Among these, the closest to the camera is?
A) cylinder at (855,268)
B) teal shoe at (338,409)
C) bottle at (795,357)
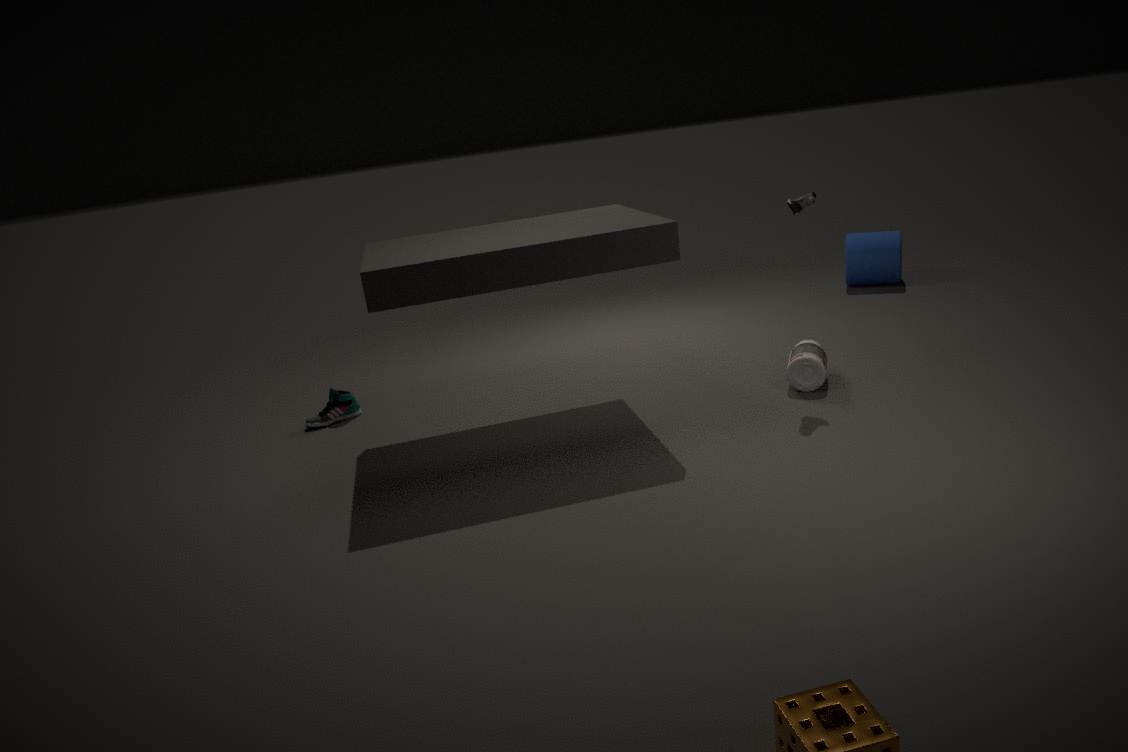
bottle at (795,357)
